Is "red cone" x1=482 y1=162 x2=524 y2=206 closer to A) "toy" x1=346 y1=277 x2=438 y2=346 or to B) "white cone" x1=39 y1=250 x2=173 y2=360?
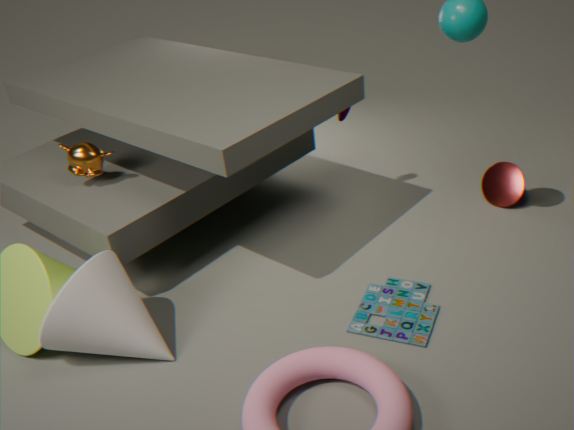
A) "toy" x1=346 y1=277 x2=438 y2=346
